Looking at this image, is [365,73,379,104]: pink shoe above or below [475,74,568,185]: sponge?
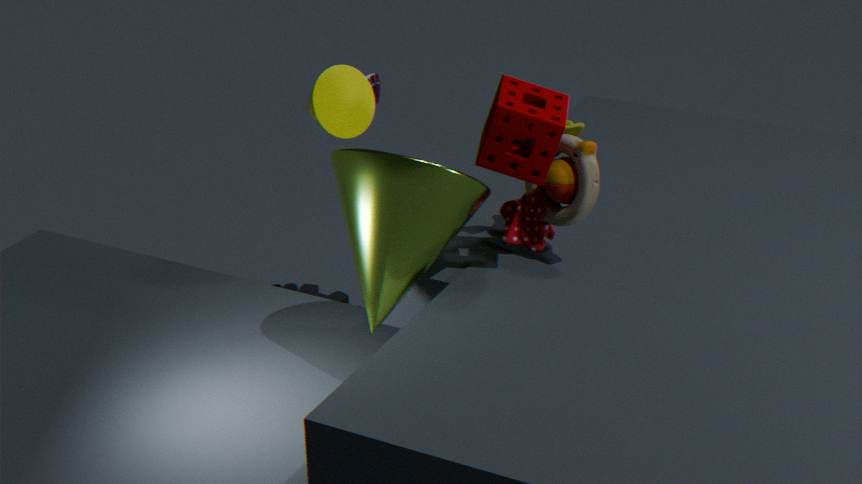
below
